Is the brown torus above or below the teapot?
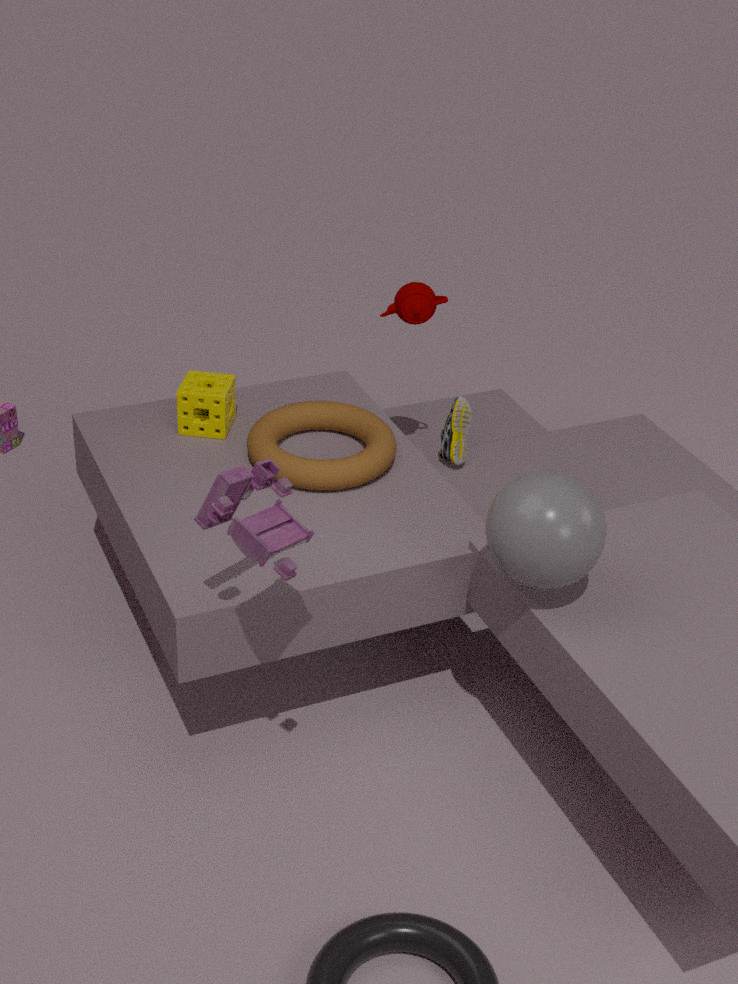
below
